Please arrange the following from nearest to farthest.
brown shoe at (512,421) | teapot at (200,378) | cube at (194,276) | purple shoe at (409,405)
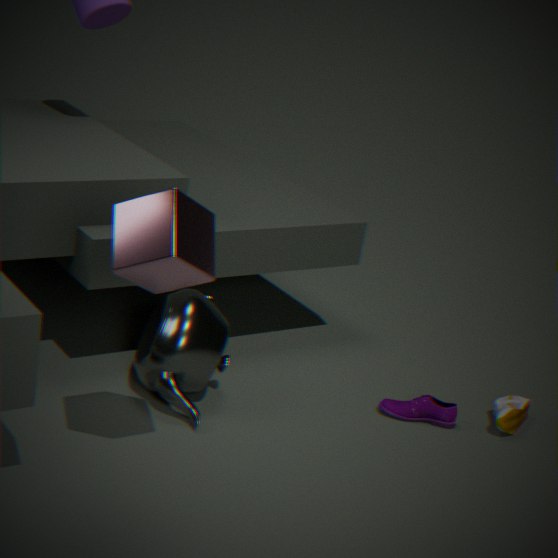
cube at (194,276)
teapot at (200,378)
brown shoe at (512,421)
purple shoe at (409,405)
